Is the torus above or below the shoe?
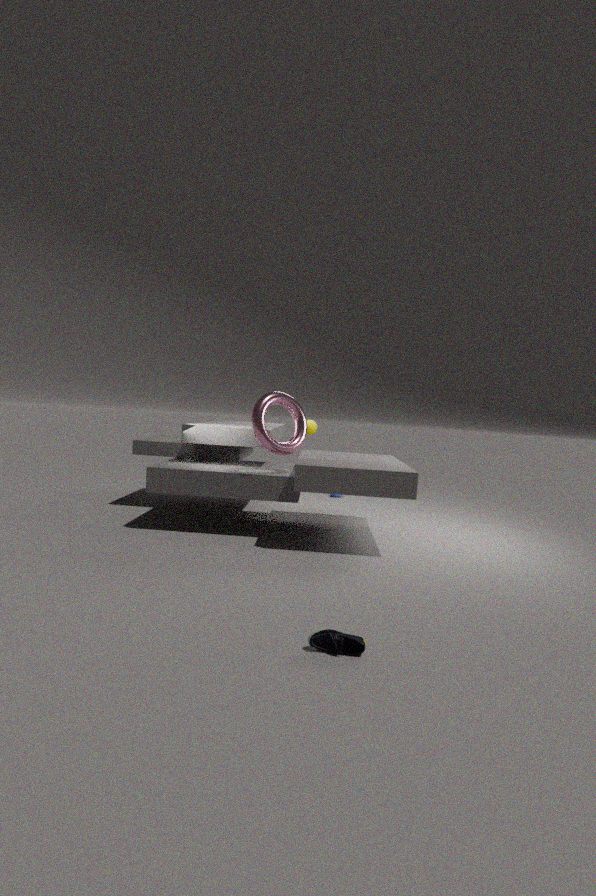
above
